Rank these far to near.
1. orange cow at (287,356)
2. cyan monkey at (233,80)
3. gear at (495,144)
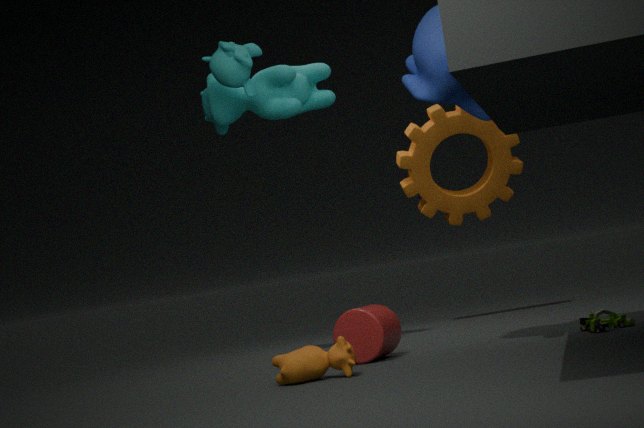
gear at (495,144) → cyan monkey at (233,80) → orange cow at (287,356)
